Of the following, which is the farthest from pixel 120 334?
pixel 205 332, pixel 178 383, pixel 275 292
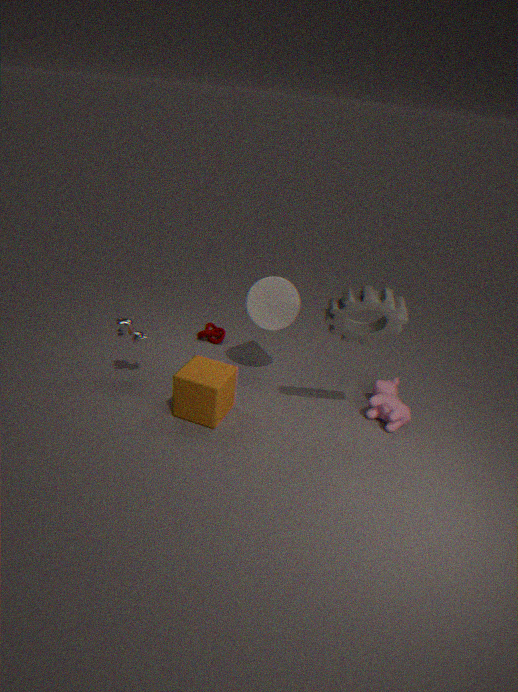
pixel 275 292
